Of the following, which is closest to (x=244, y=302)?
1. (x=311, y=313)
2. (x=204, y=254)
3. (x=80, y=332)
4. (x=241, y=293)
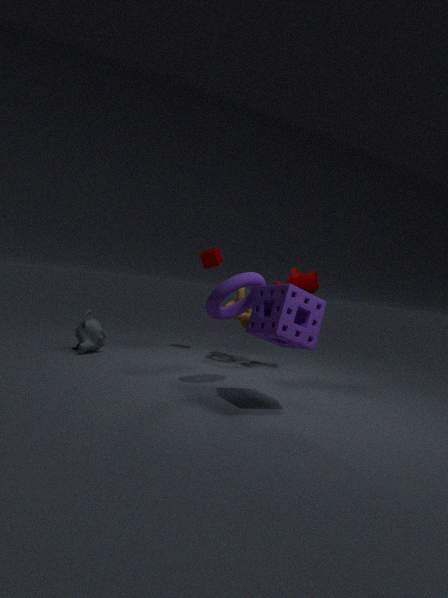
(x=311, y=313)
